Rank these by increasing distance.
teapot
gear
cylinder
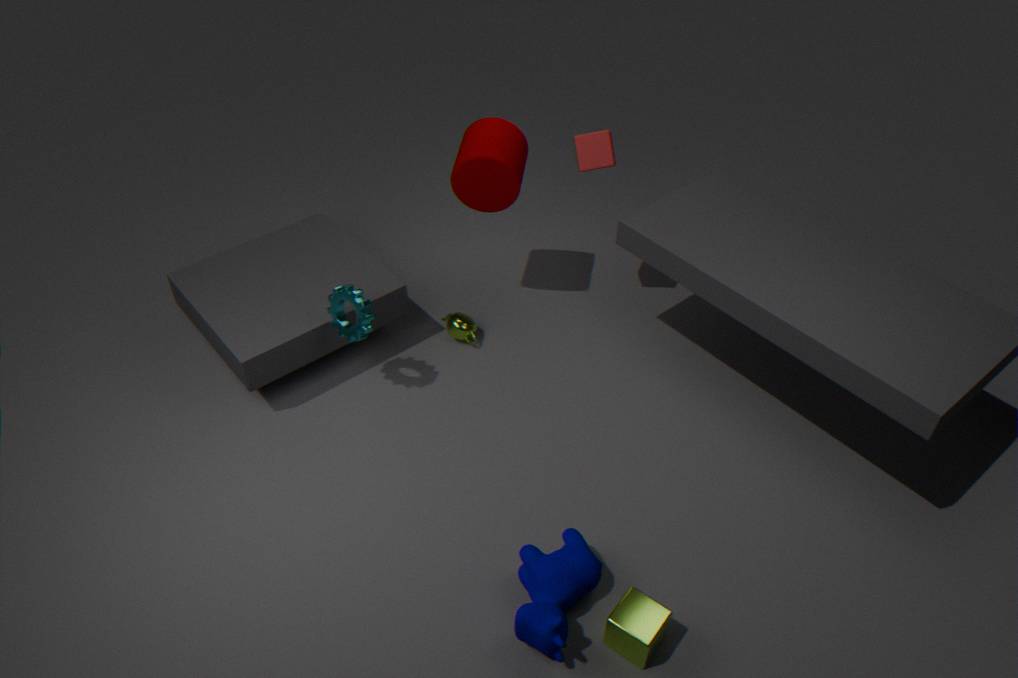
gear → cylinder → teapot
